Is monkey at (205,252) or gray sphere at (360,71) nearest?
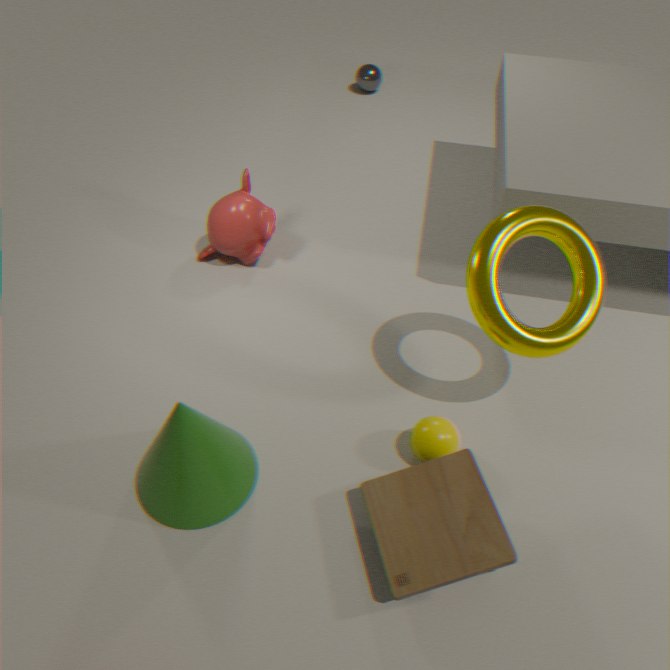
monkey at (205,252)
